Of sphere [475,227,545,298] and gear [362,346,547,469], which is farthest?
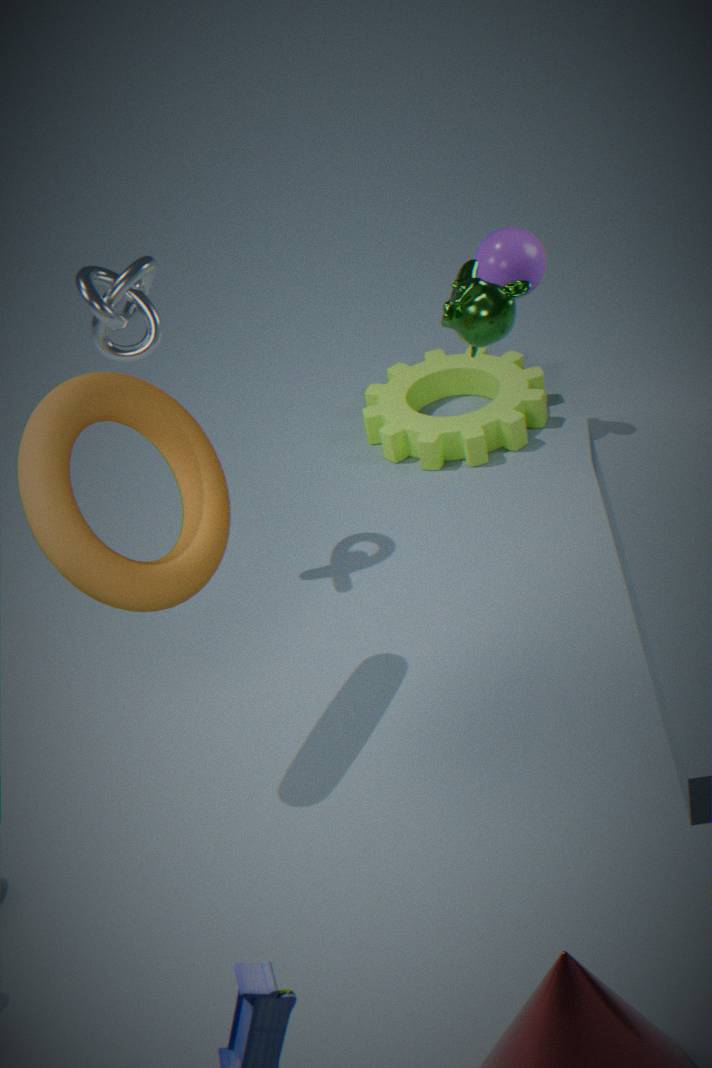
gear [362,346,547,469]
